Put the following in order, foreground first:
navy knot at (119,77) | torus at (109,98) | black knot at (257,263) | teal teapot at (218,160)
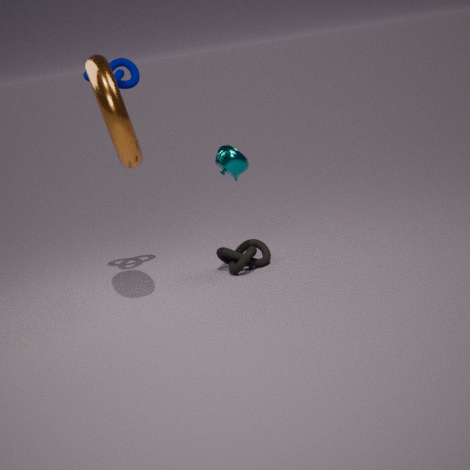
torus at (109,98), teal teapot at (218,160), navy knot at (119,77), black knot at (257,263)
